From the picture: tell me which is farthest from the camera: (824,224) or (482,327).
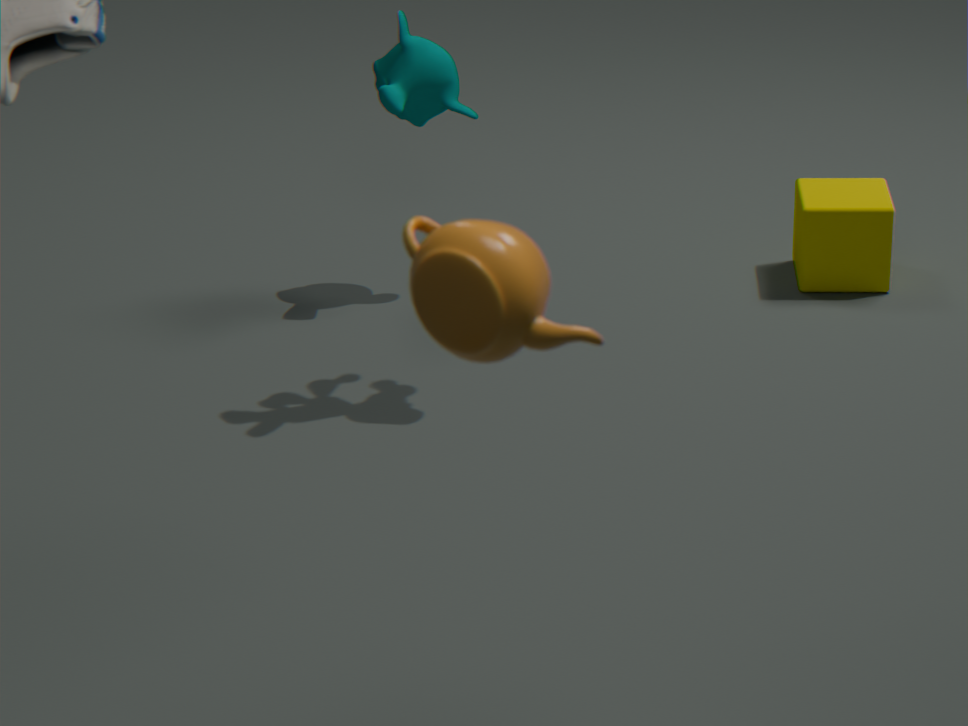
(824,224)
